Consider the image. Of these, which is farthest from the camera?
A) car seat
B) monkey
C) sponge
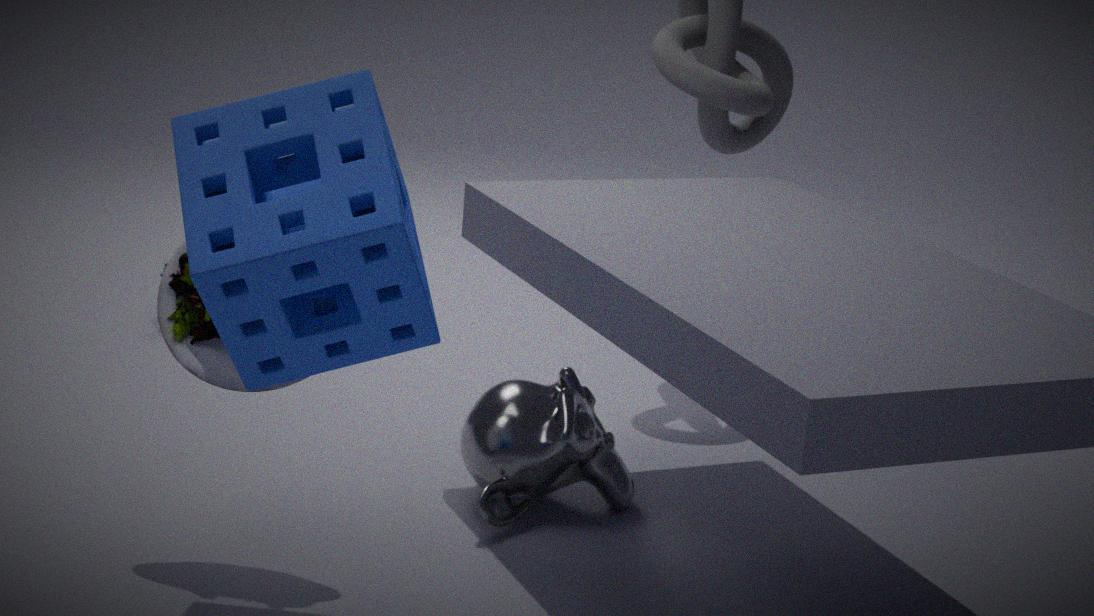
monkey
